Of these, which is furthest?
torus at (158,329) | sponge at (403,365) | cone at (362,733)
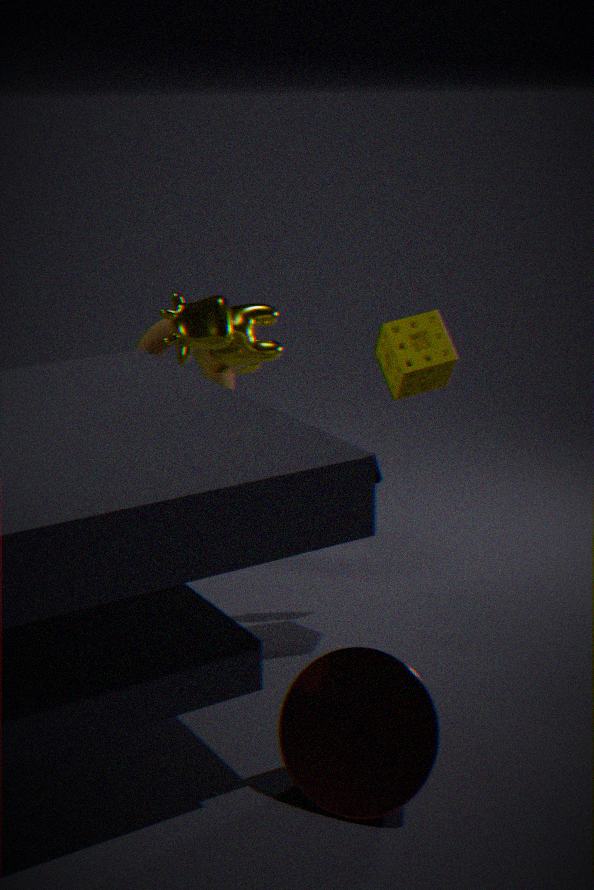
torus at (158,329)
